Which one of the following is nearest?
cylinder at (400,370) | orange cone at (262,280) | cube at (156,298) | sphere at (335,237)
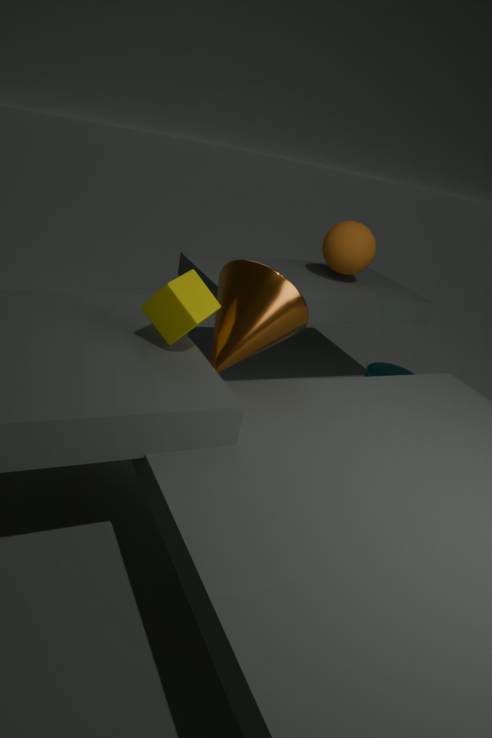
cube at (156,298)
